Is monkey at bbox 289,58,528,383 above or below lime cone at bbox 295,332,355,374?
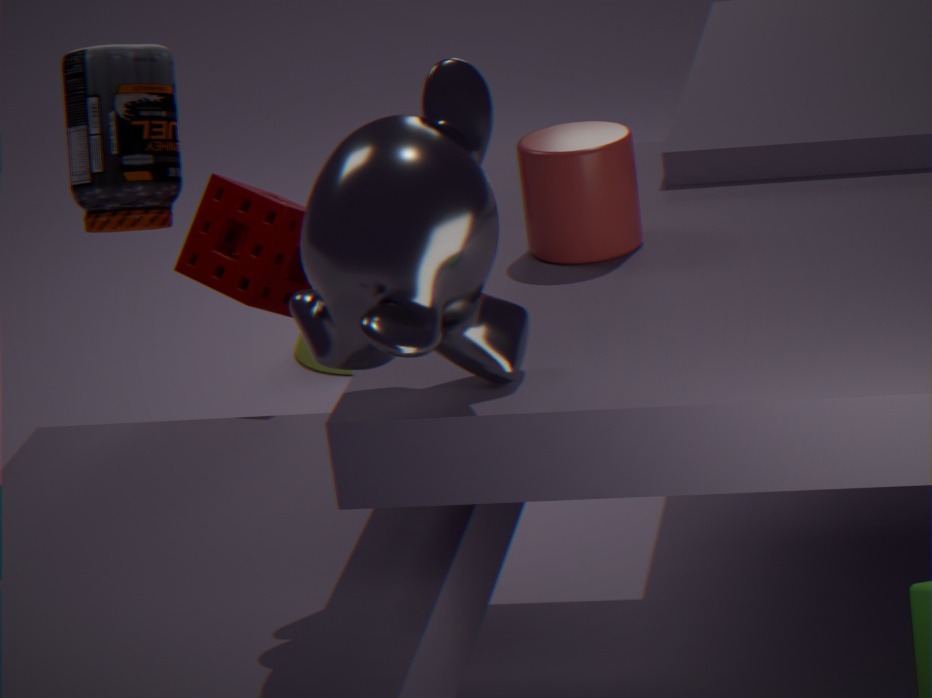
above
